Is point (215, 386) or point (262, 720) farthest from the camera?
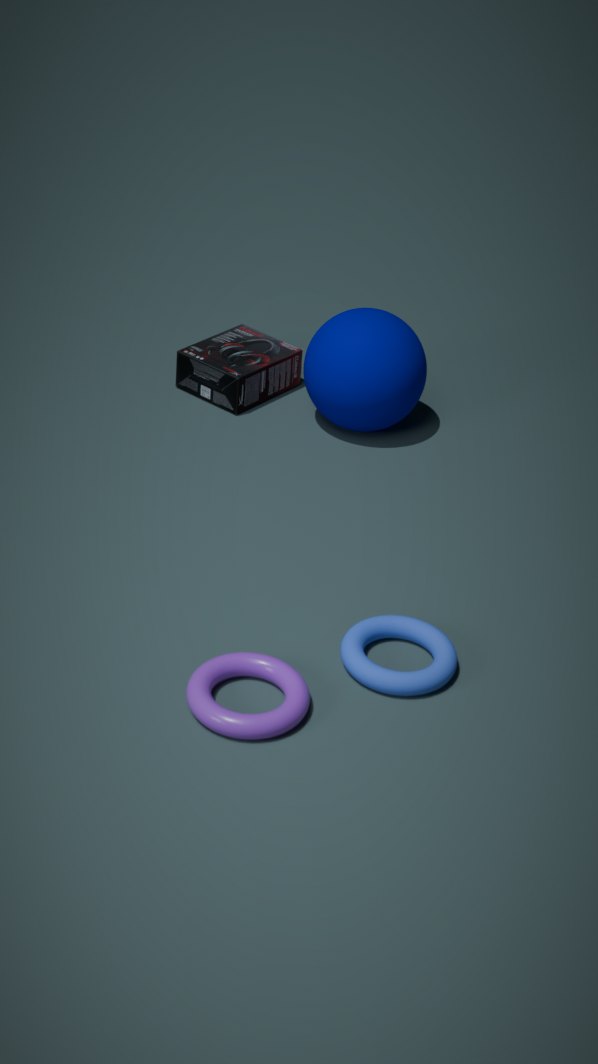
point (215, 386)
